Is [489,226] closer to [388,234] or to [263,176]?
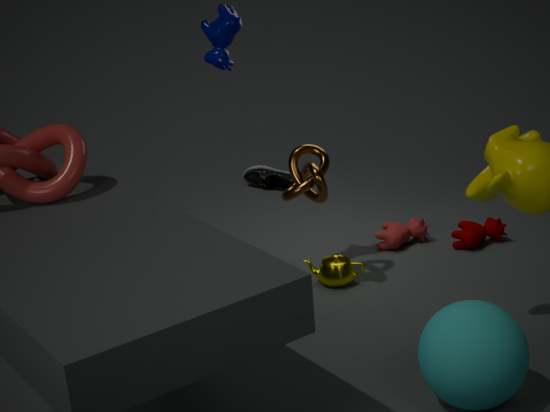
[388,234]
